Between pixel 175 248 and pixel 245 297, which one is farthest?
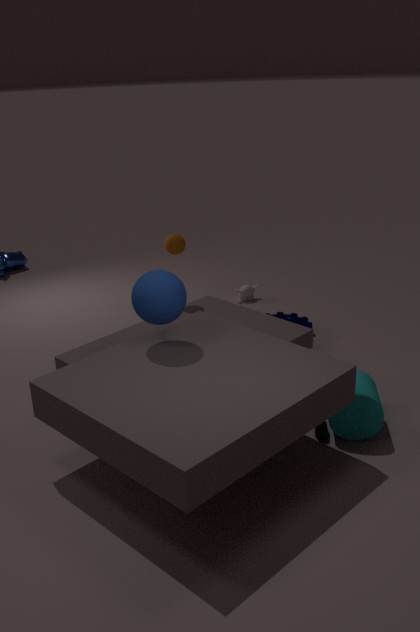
pixel 245 297
